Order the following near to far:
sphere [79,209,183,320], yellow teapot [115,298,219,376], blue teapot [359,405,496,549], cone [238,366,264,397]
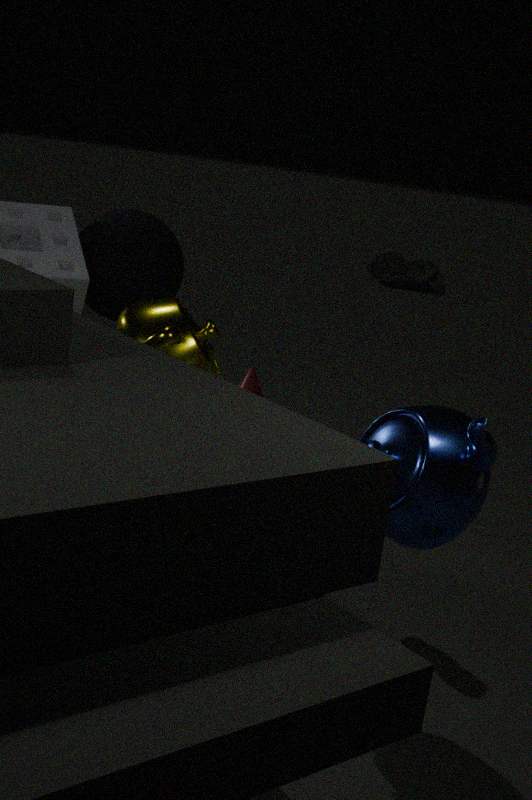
blue teapot [359,405,496,549]
yellow teapot [115,298,219,376]
sphere [79,209,183,320]
cone [238,366,264,397]
